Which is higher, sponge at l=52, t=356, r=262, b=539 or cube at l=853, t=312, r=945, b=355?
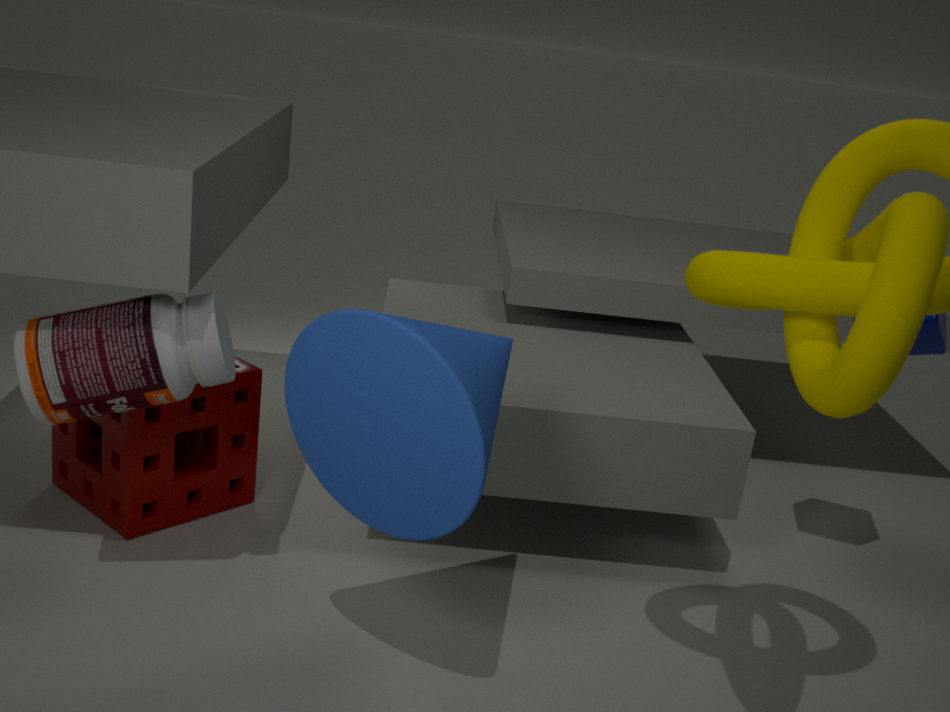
cube at l=853, t=312, r=945, b=355
